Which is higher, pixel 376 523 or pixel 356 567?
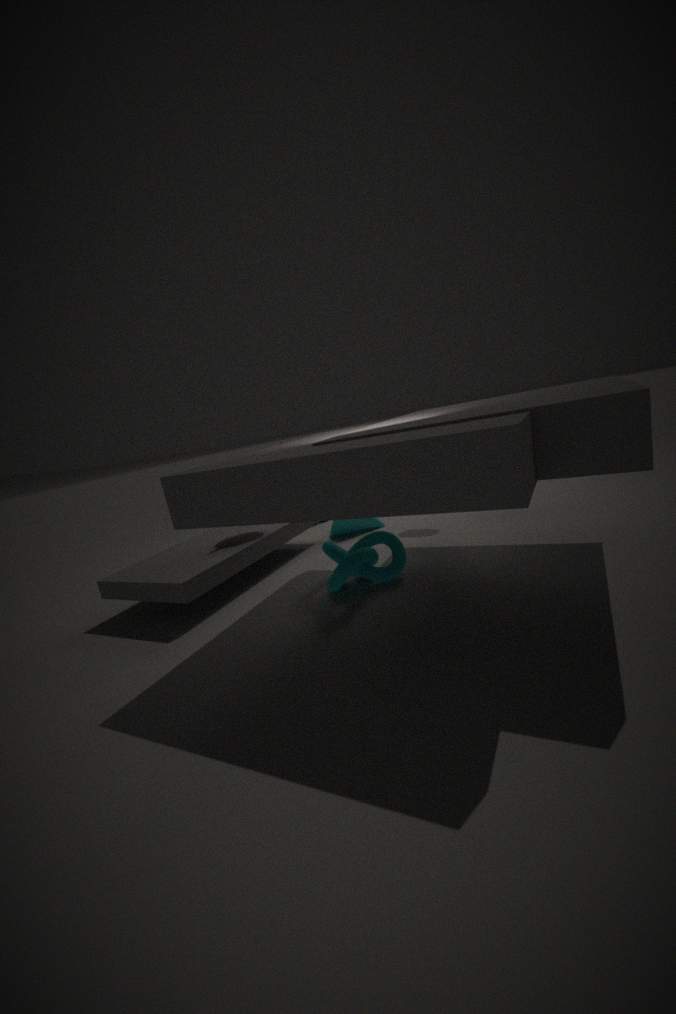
pixel 376 523
